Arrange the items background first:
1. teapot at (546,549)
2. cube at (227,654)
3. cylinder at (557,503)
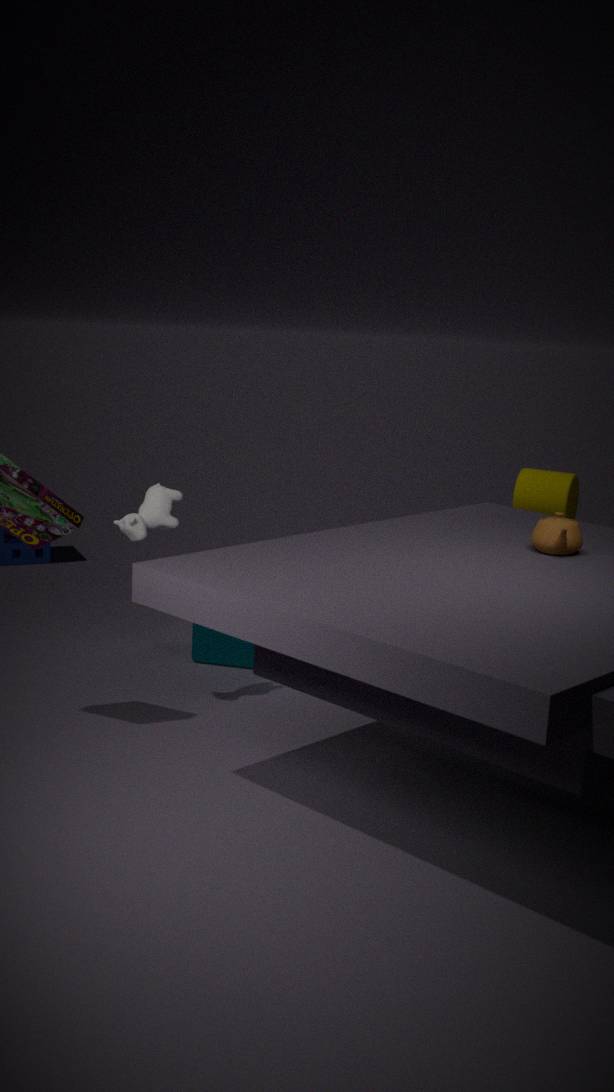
cylinder at (557,503), cube at (227,654), teapot at (546,549)
